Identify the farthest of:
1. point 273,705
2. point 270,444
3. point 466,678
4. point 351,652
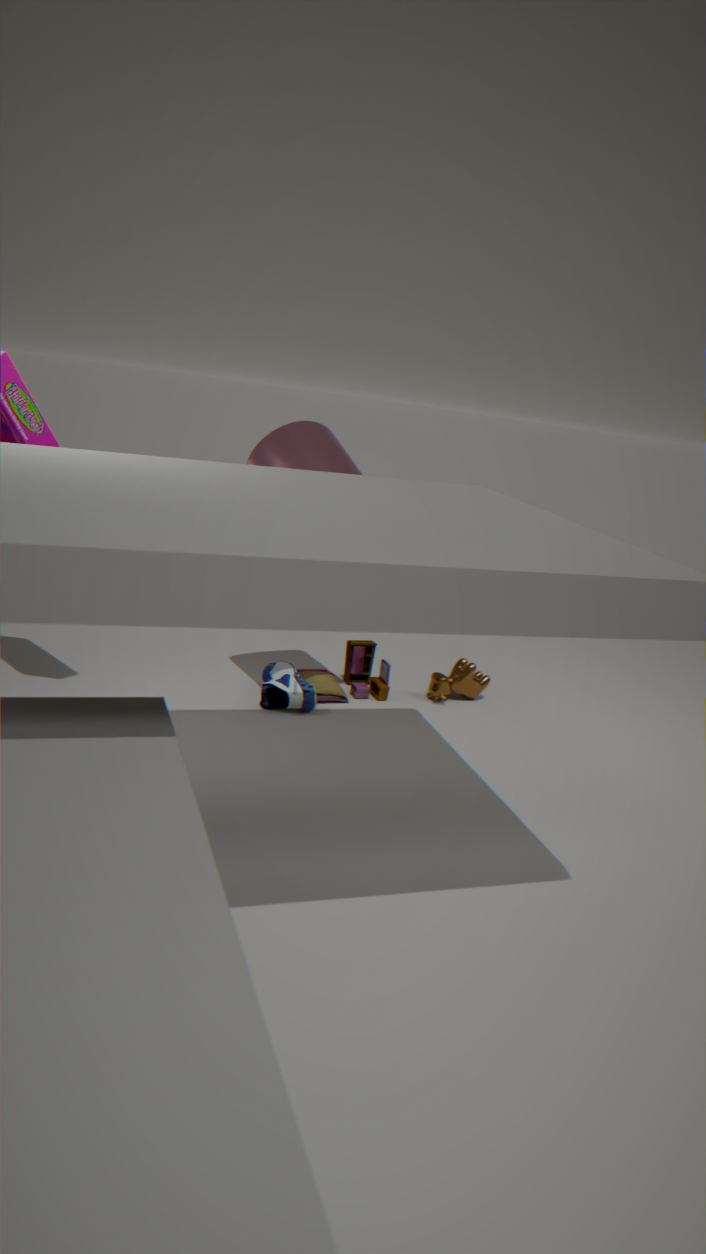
point 351,652
